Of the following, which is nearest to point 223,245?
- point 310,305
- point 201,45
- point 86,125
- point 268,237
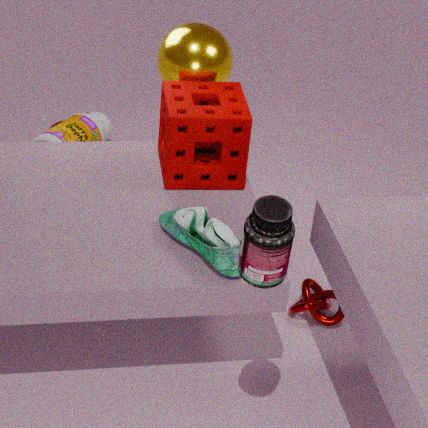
point 268,237
